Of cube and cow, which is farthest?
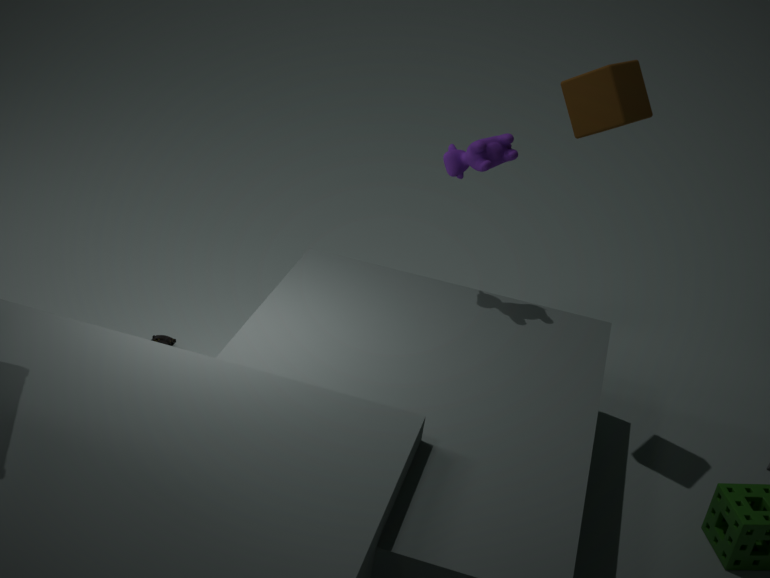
cow
